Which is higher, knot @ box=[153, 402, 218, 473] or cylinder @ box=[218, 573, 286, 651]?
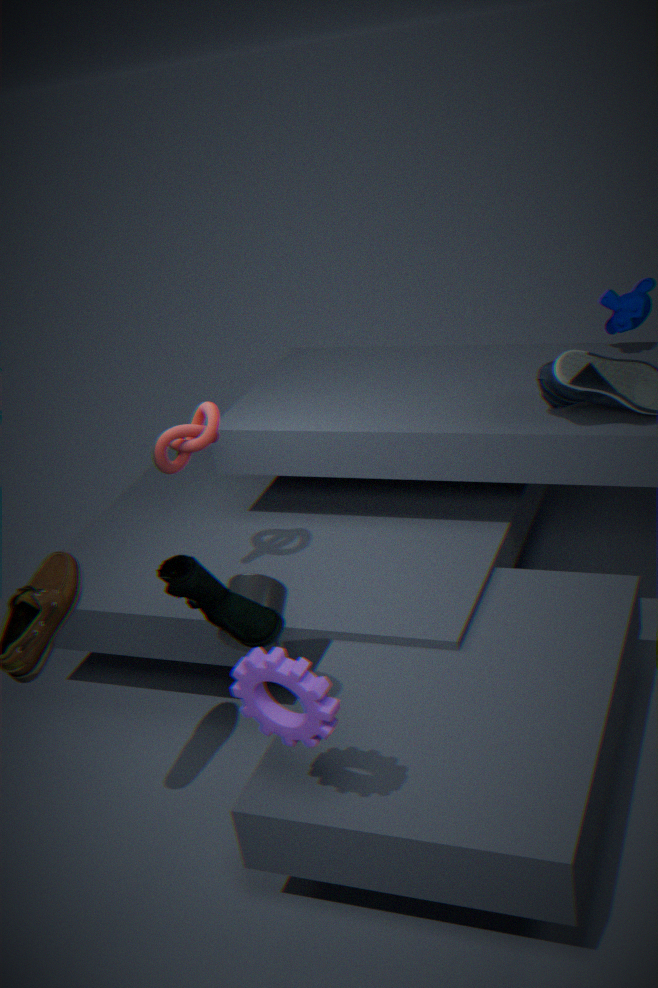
knot @ box=[153, 402, 218, 473]
